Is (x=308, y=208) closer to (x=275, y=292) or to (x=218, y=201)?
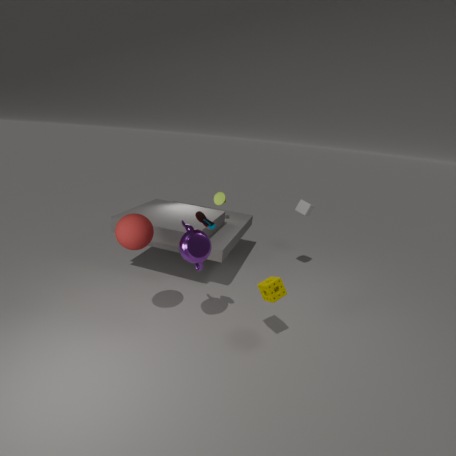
(x=218, y=201)
